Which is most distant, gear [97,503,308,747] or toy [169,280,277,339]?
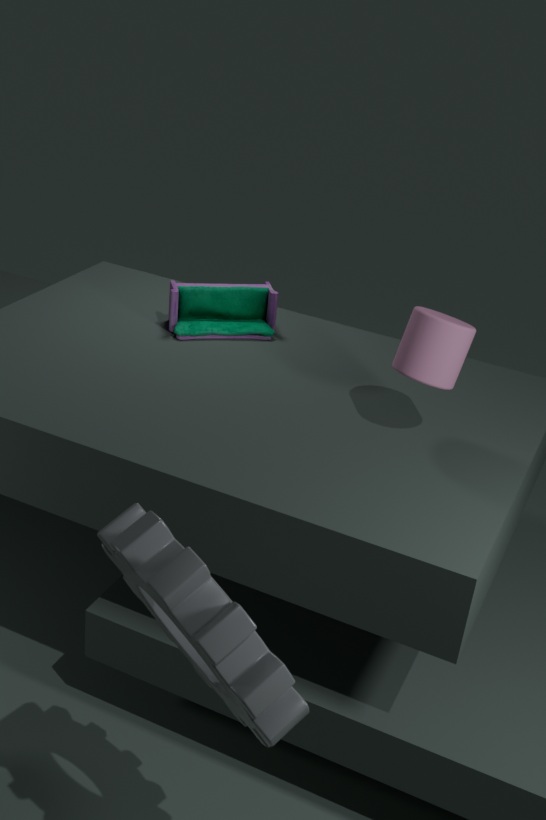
toy [169,280,277,339]
